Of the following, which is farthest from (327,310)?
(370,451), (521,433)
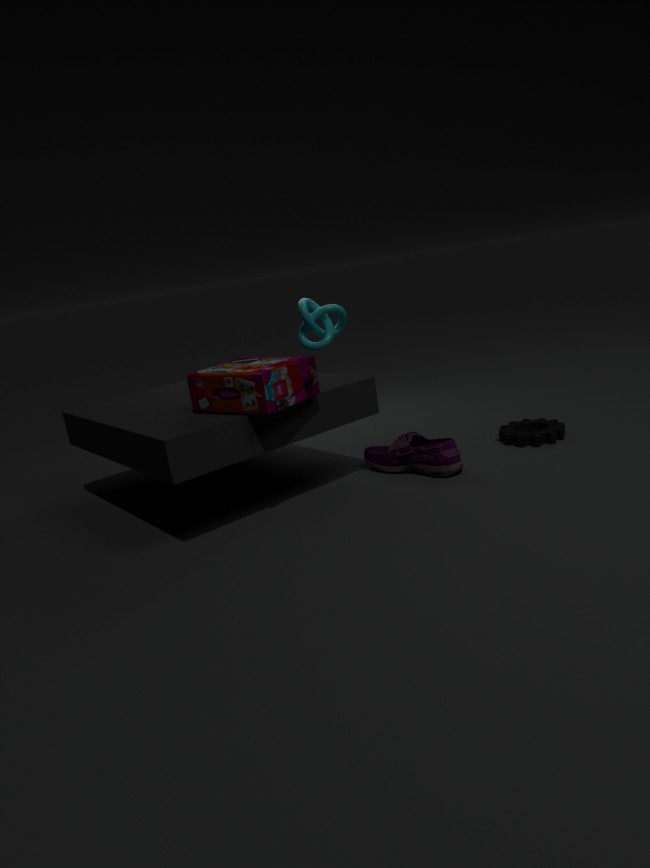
(521,433)
